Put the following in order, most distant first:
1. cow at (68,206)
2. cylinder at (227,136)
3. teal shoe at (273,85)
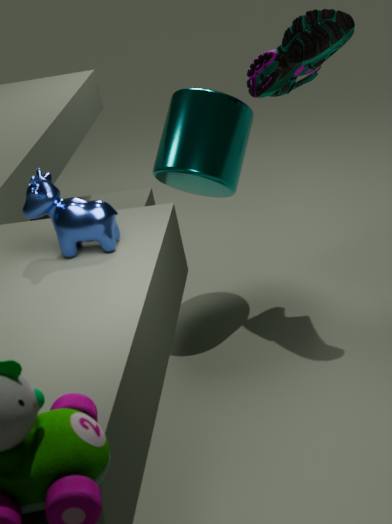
cylinder at (227,136), teal shoe at (273,85), cow at (68,206)
